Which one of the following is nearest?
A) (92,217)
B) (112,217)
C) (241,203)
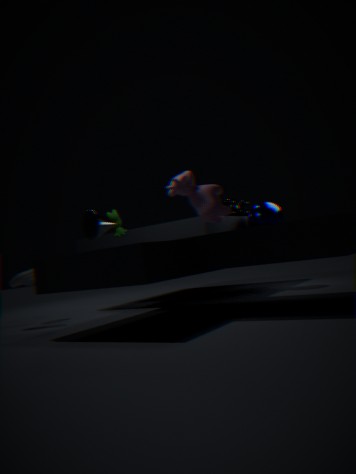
(92,217)
